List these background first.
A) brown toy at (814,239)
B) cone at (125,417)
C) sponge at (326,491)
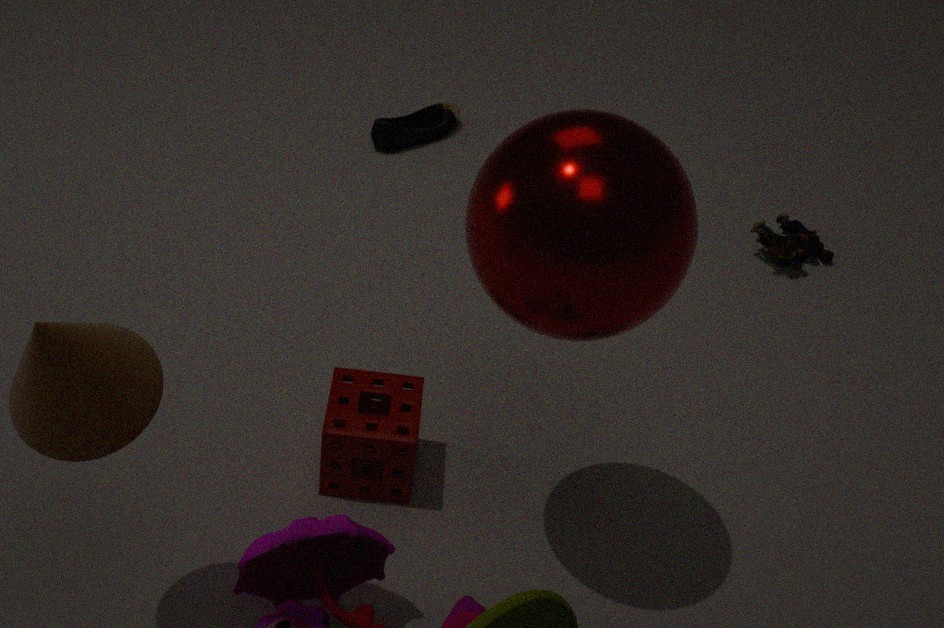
brown toy at (814,239)
sponge at (326,491)
cone at (125,417)
